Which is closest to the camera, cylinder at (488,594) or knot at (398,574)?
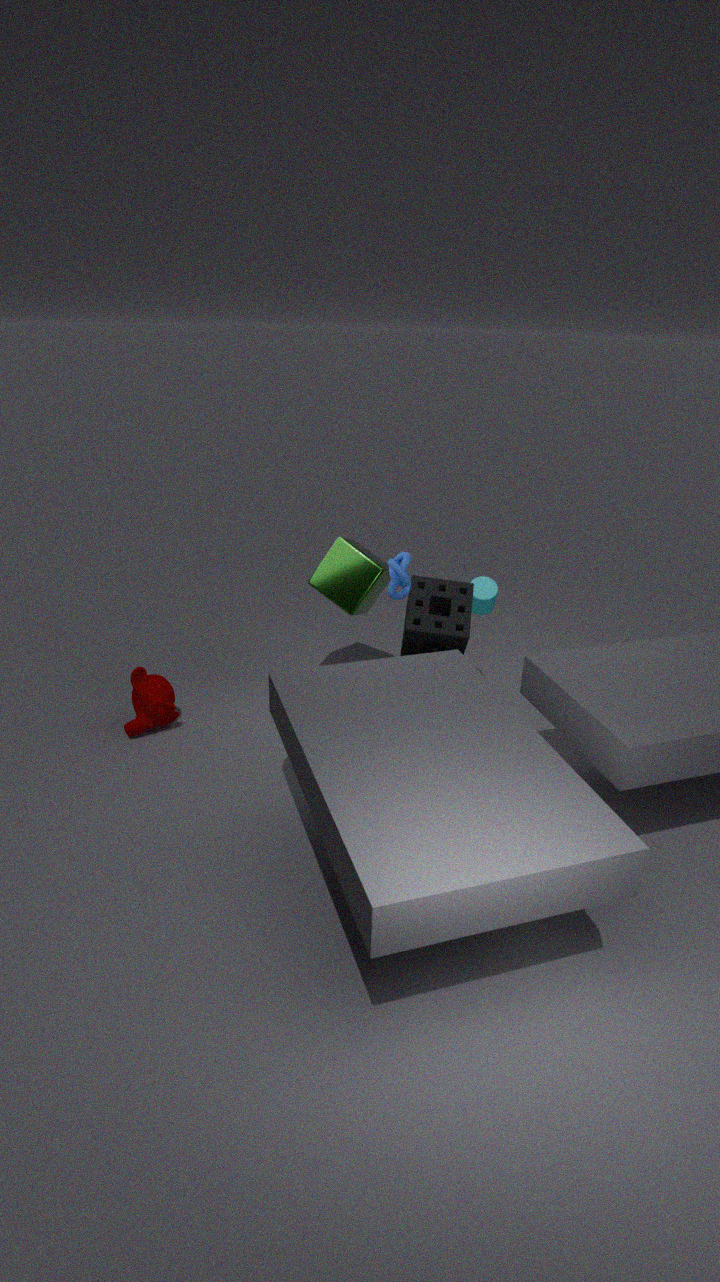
knot at (398,574)
